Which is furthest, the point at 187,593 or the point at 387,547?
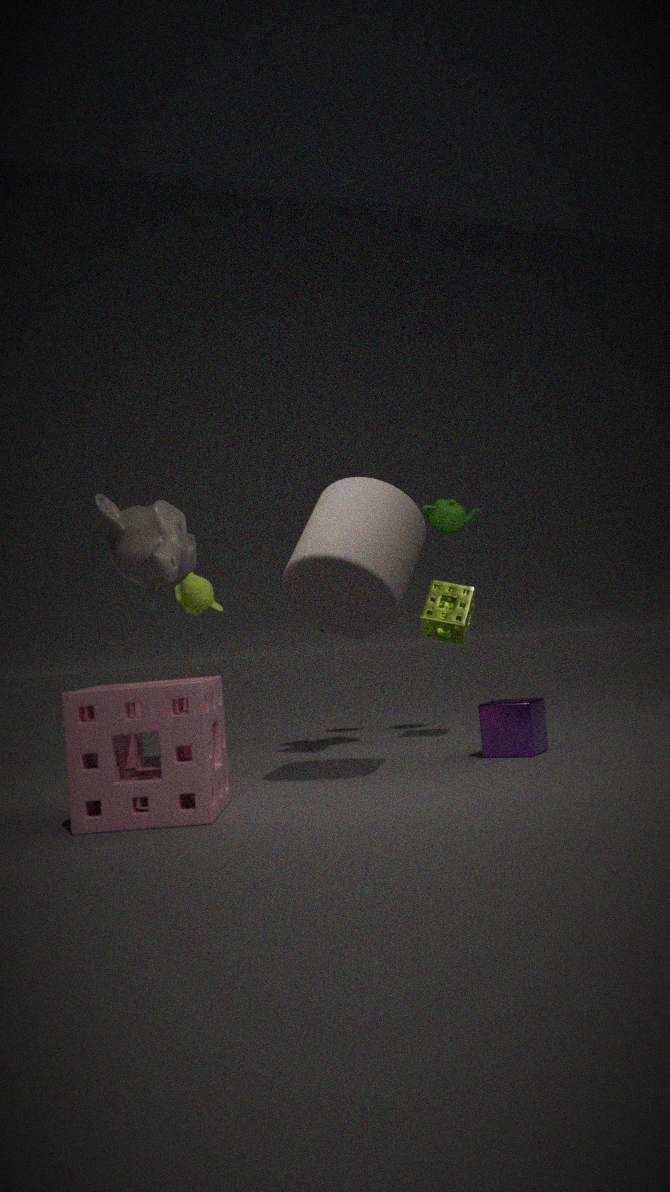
the point at 187,593
